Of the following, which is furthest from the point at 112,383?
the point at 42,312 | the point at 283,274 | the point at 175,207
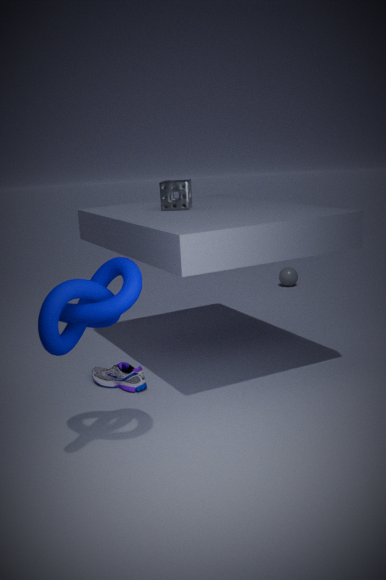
the point at 283,274
